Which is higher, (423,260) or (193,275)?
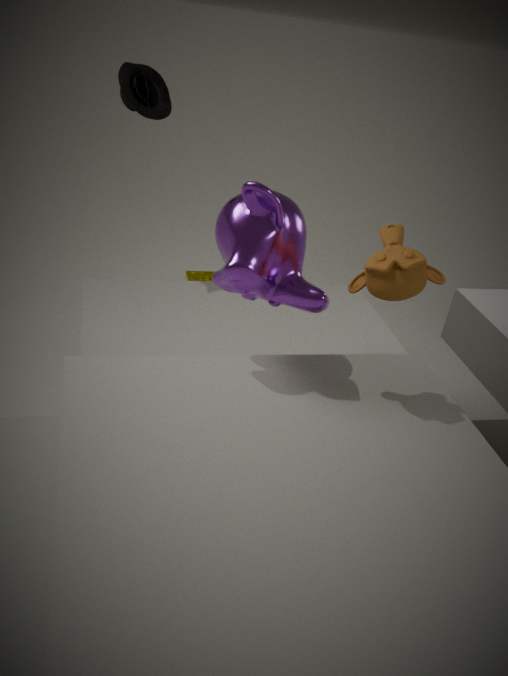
(423,260)
